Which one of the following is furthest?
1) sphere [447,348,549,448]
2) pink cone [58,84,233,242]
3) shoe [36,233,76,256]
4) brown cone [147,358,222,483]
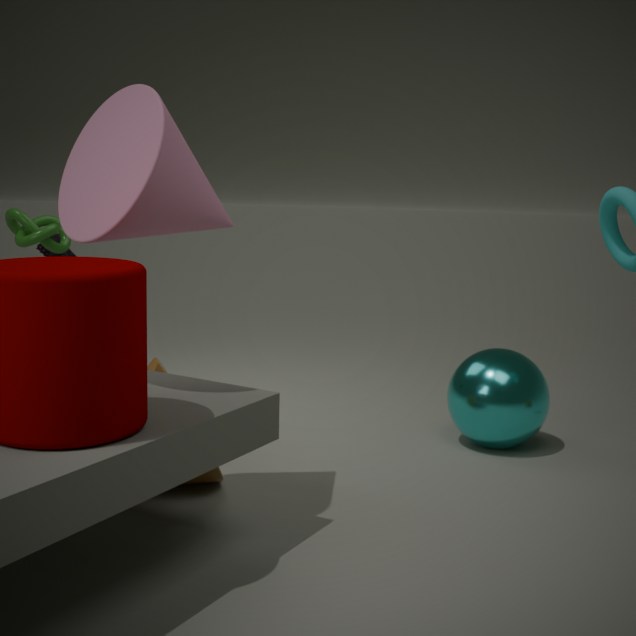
3. shoe [36,233,76,256]
